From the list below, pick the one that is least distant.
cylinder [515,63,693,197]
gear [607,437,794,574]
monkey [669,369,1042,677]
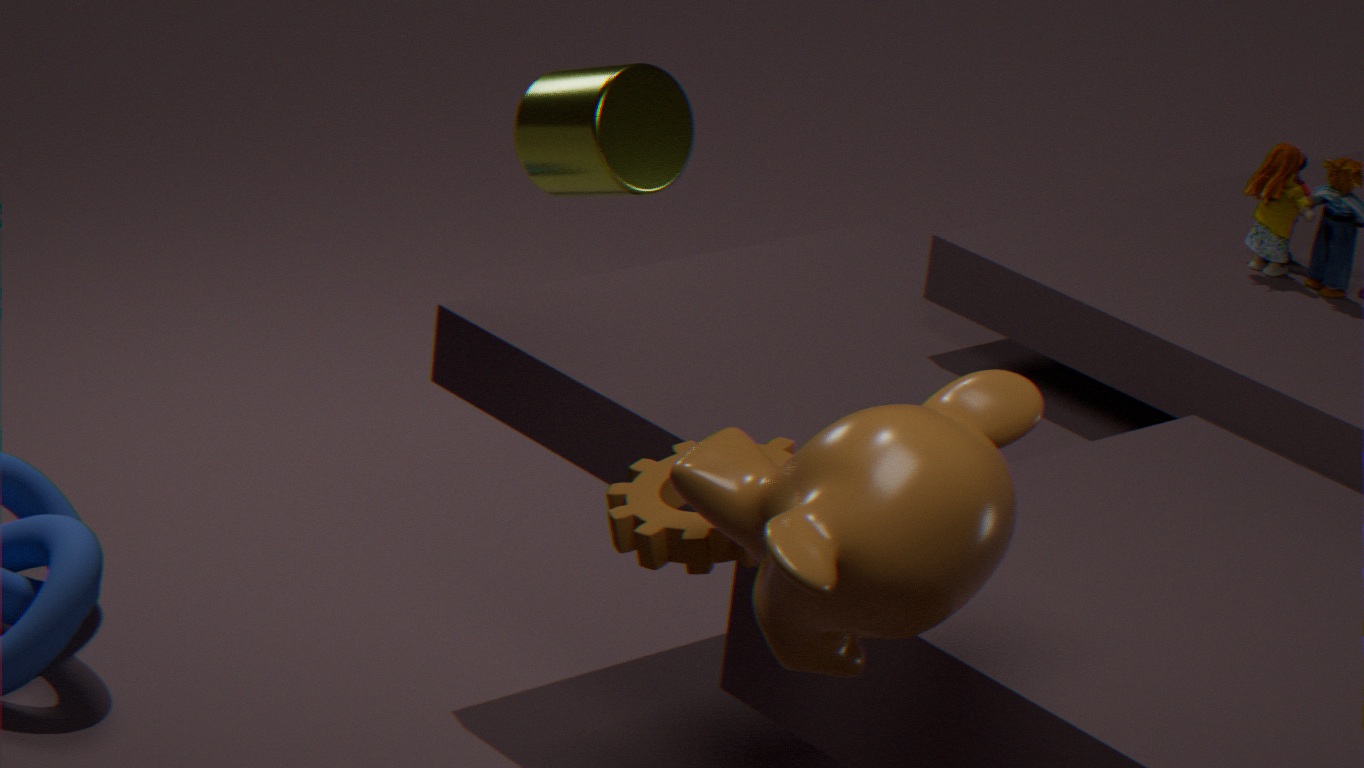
monkey [669,369,1042,677]
